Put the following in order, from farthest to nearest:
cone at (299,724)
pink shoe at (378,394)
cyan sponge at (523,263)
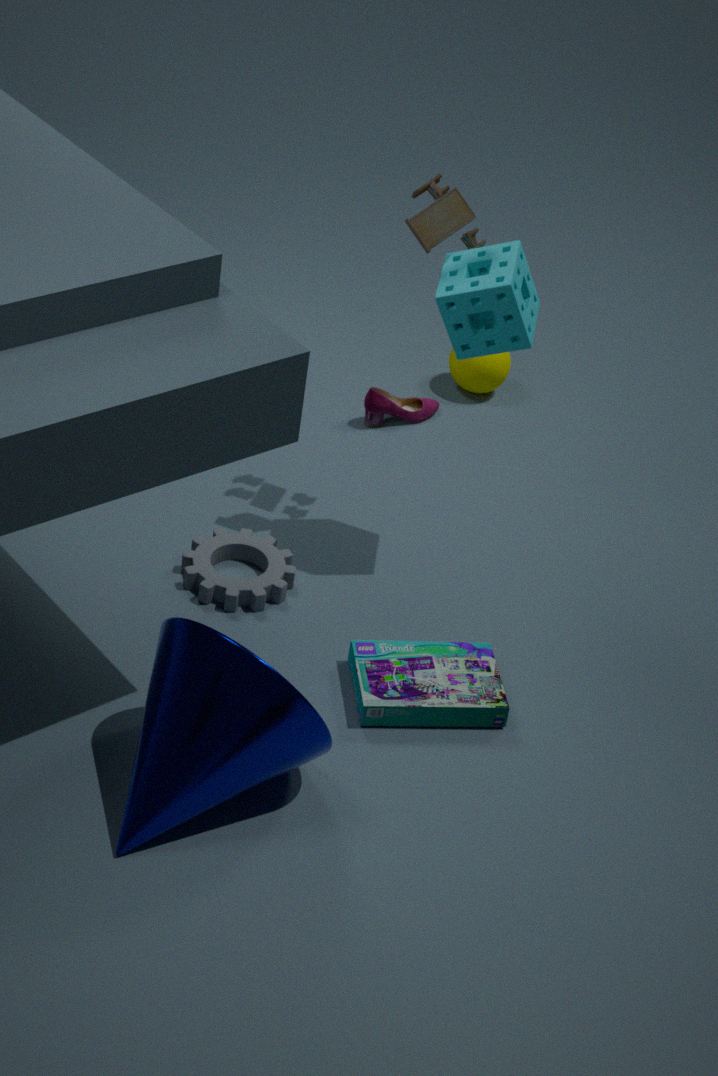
pink shoe at (378,394)
cyan sponge at (523,263)
cone at (299,724)
